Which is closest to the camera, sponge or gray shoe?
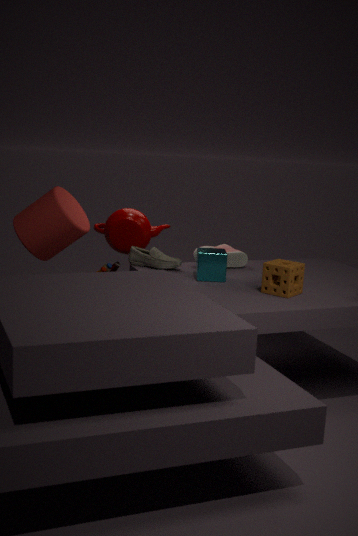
sponge
